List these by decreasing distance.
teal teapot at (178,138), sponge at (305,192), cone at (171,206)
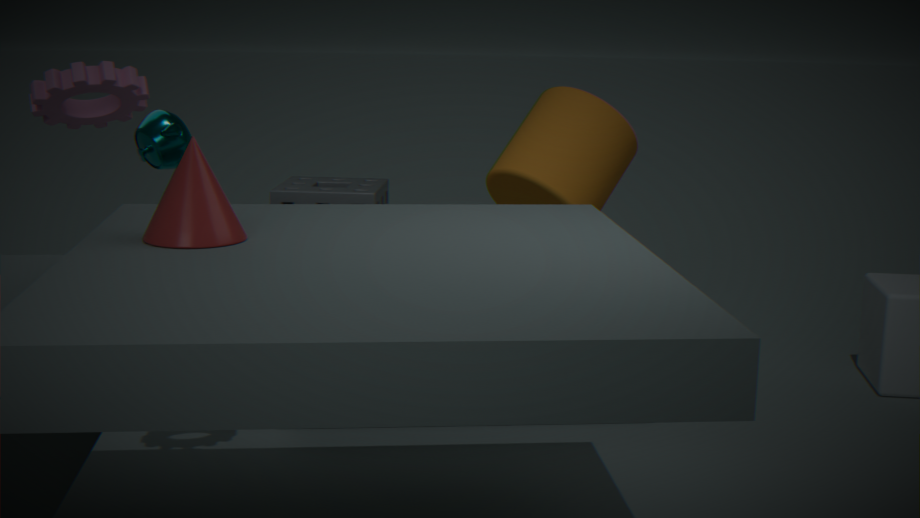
1. sponge at (305,192)
2. teal teapot at (178,138)
3. cone at (171,206)
